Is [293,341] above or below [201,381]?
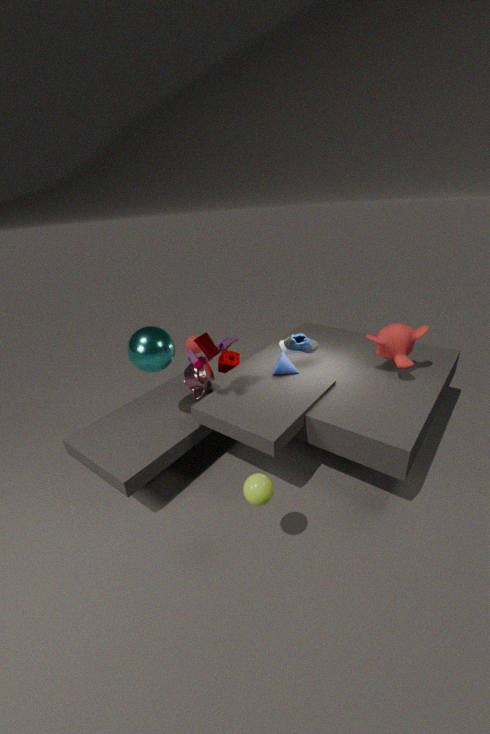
above
